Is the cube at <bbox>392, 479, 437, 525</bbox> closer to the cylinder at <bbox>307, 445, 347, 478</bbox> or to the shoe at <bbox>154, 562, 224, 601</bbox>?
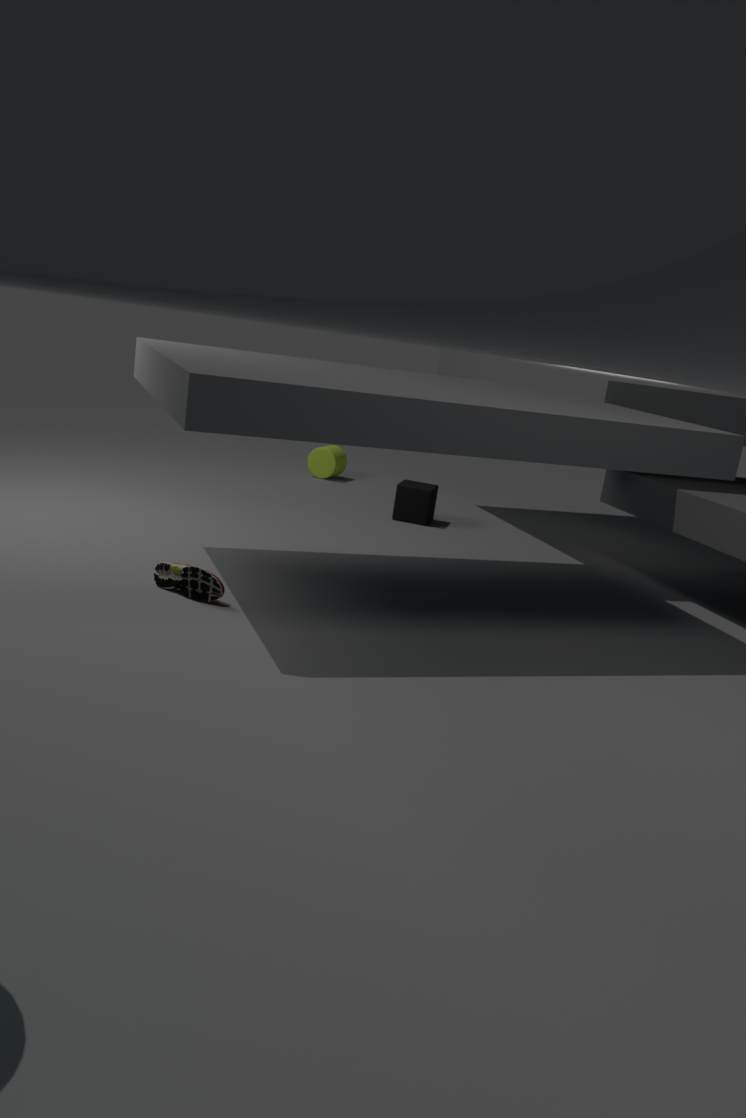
the cylinder at <bbox>307, 445, 347, 478</bbox>
